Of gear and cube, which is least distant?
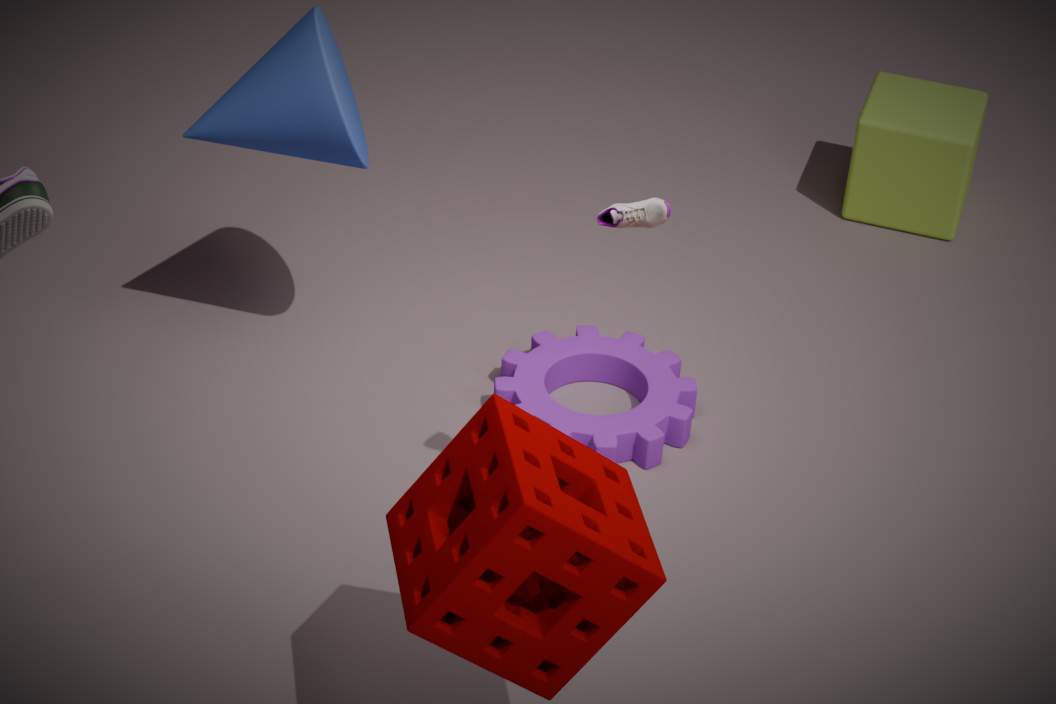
gear
